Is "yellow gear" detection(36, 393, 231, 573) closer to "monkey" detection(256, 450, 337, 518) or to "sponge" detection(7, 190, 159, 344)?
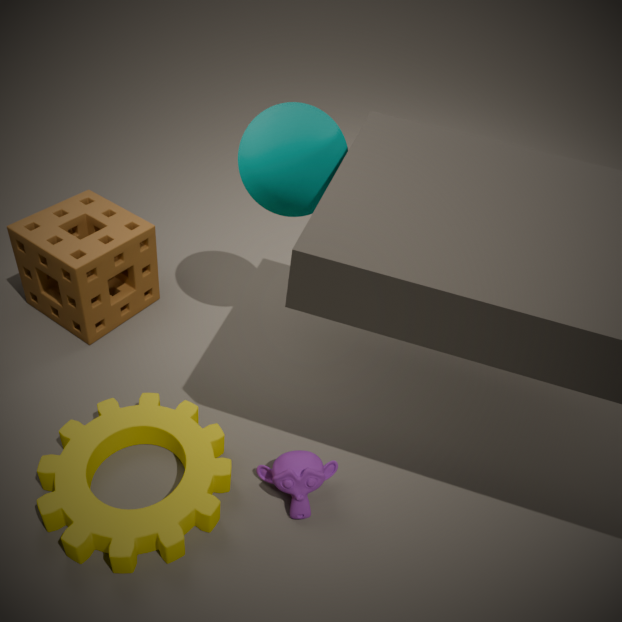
"monkey" detection(256, 450, 337, 518)
